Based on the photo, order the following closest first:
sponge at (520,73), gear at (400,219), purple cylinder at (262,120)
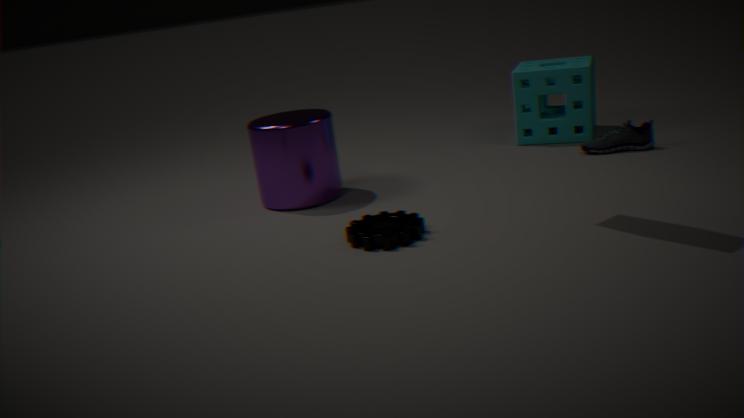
gear at (400,219) → purple cylinder at (262,120) → sponge at (520,73)
